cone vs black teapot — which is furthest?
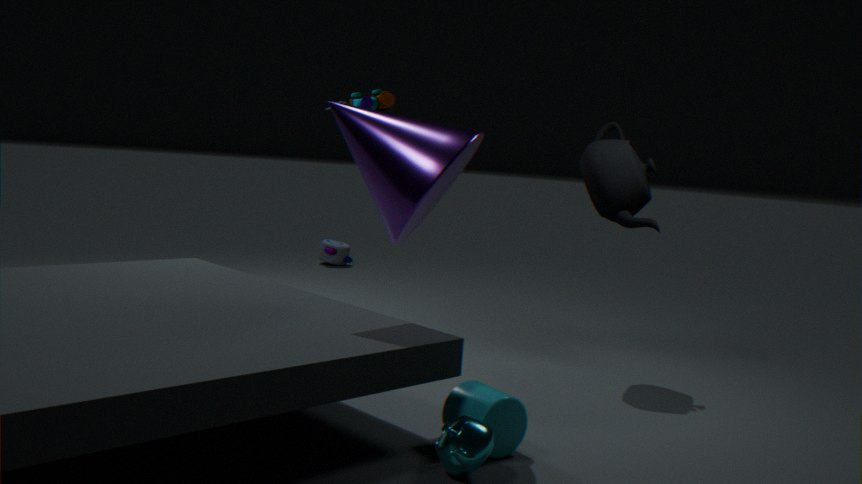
black teapot
